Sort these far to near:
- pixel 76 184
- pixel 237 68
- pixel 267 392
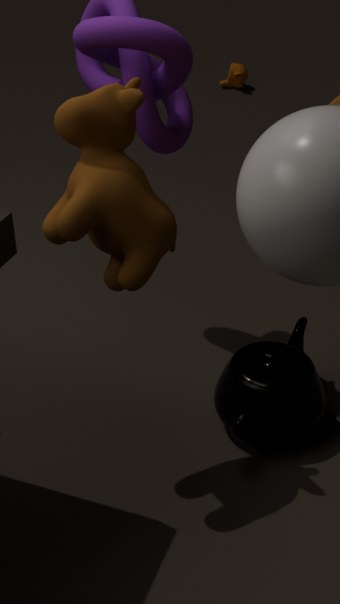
pixel 237 68 → pixel 267 392 → pixel 76 184
